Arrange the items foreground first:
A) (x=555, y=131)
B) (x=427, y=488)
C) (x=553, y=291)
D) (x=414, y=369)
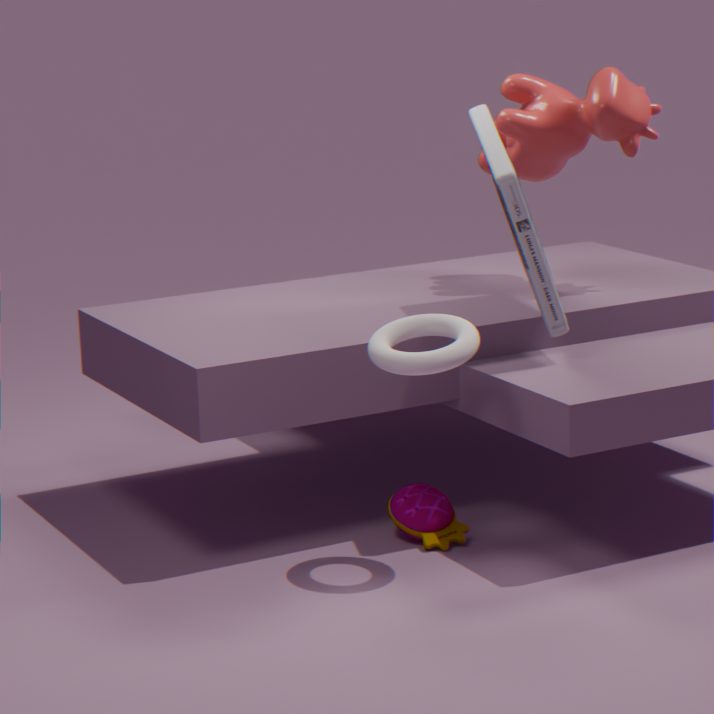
(x=414, y=369), (x=553, y=291), (x=427, y=488), (x=555, y=131)
